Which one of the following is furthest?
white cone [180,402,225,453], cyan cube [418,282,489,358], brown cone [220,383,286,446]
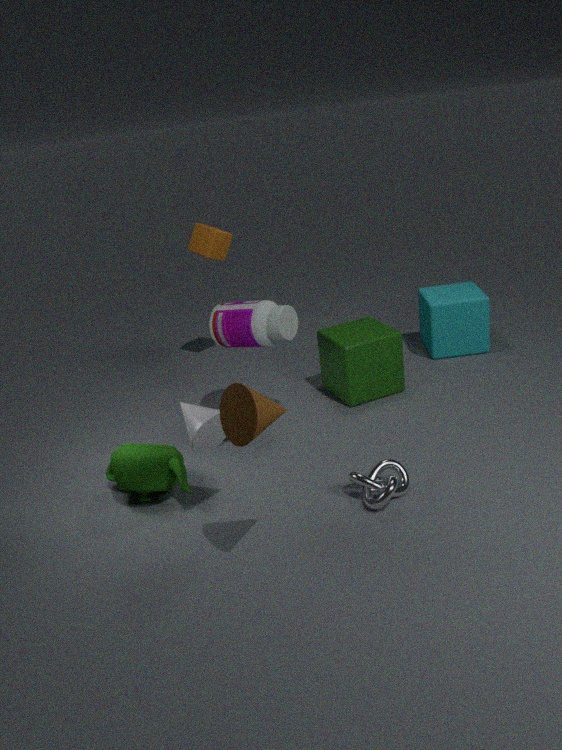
cyan cube [418,282,489,358]
